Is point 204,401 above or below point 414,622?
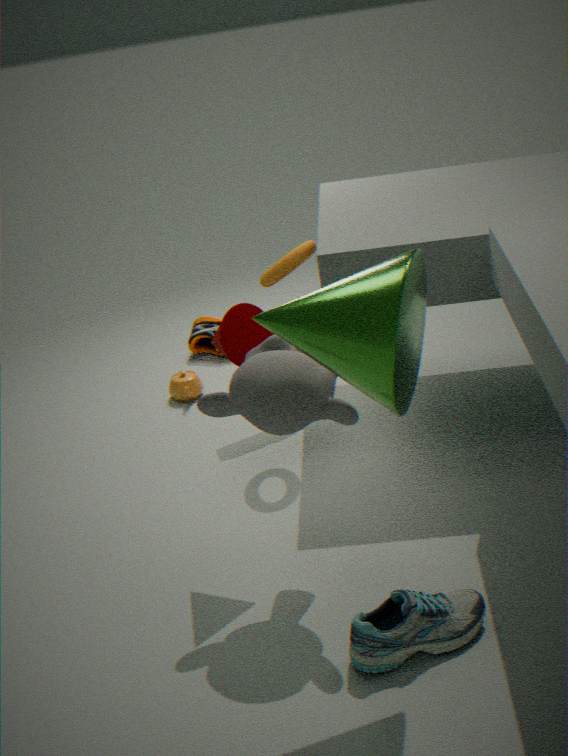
above
